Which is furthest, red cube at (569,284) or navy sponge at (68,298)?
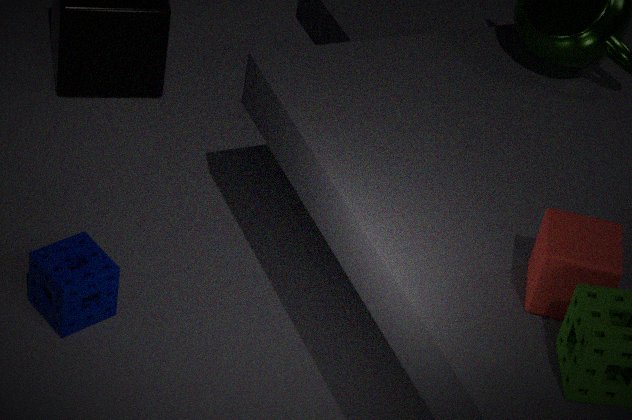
navy sponge at (68,298)
